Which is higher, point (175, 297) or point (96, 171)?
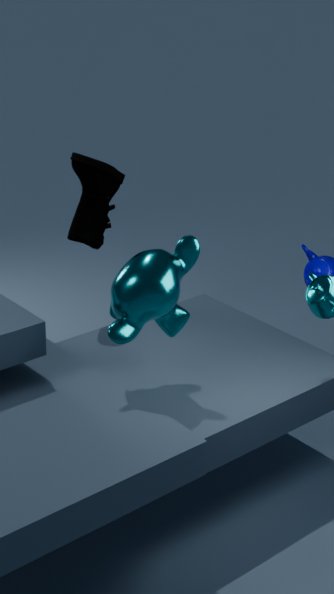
point (96, 171)
